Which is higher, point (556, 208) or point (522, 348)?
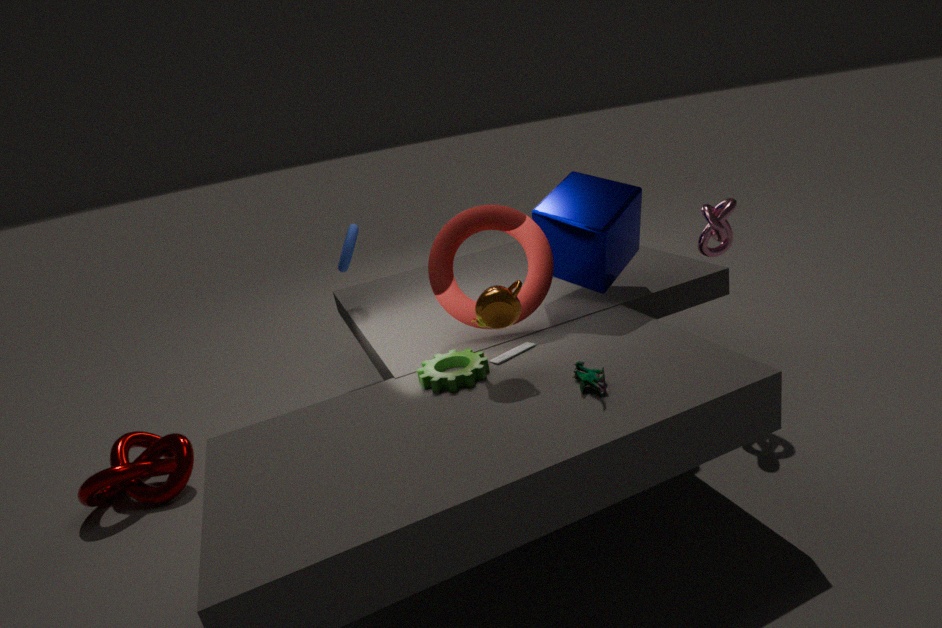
point (556, 208)
